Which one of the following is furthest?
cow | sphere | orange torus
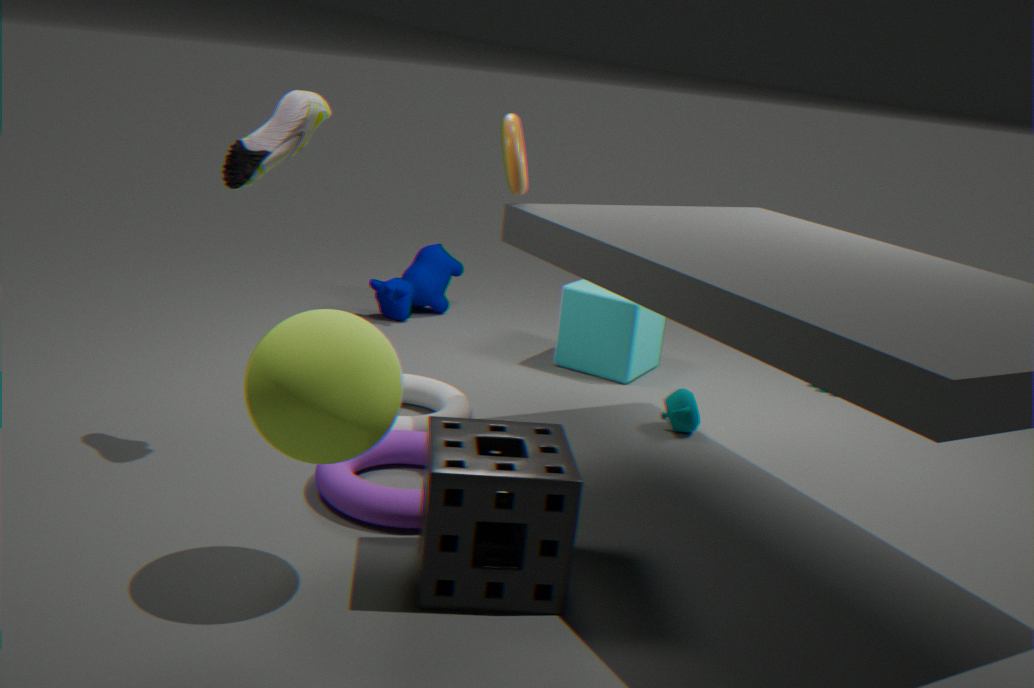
cow
